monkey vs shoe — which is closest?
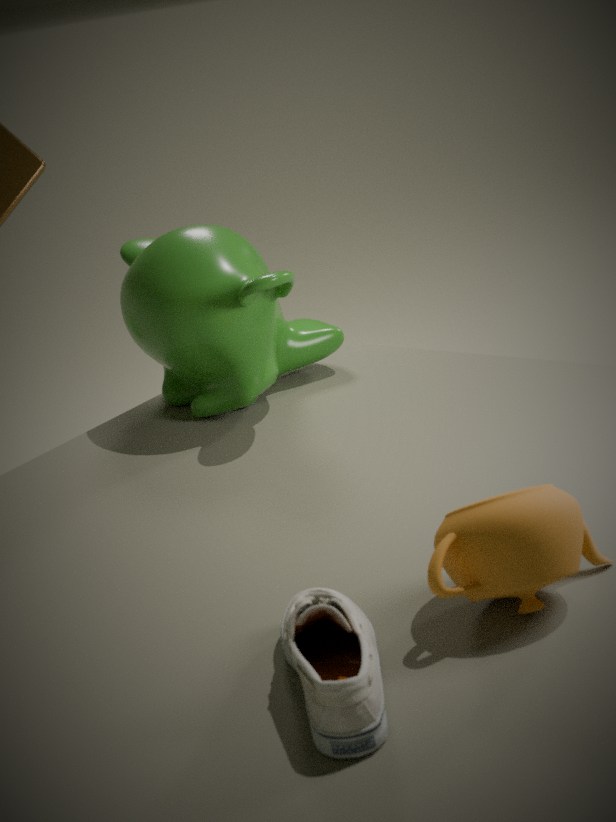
shoe
